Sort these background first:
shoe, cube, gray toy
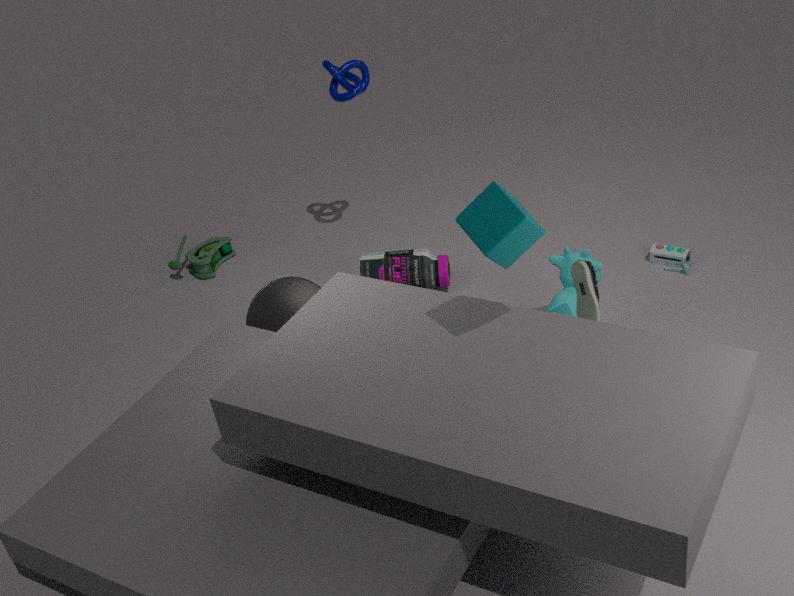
gray toy
shoe
cube
